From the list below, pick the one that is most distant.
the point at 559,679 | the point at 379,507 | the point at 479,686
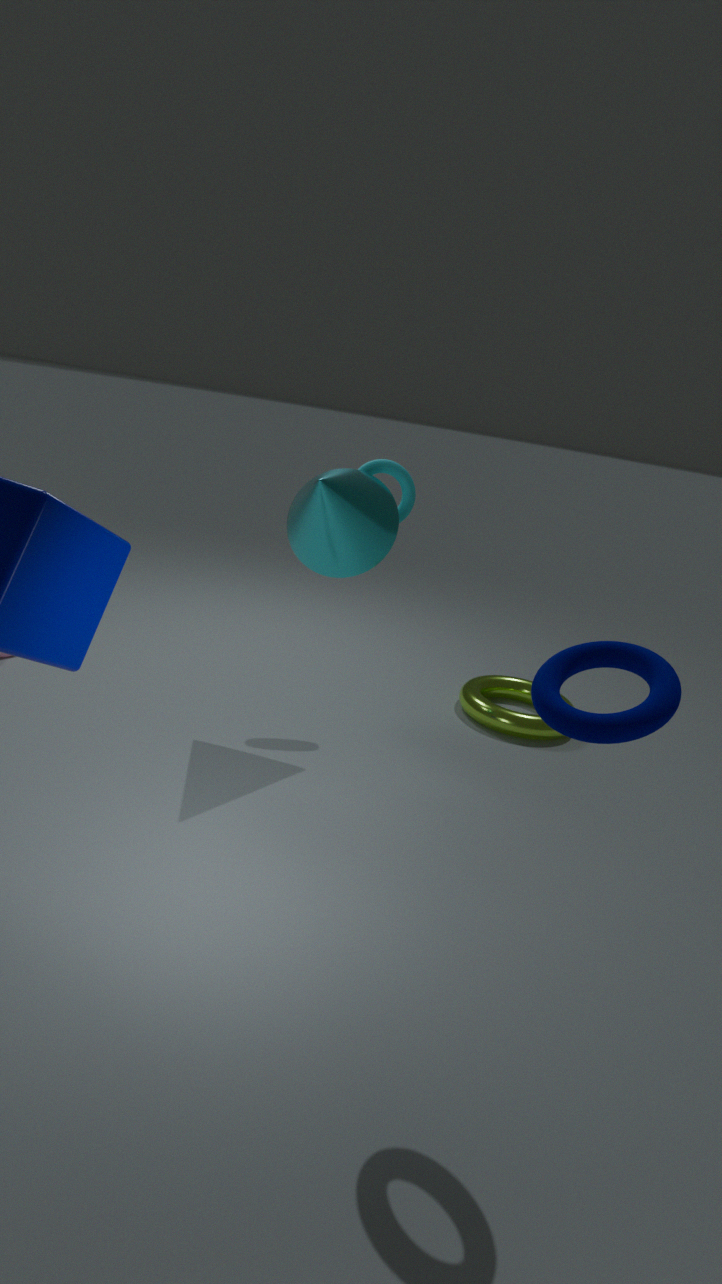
the point at 479,686
